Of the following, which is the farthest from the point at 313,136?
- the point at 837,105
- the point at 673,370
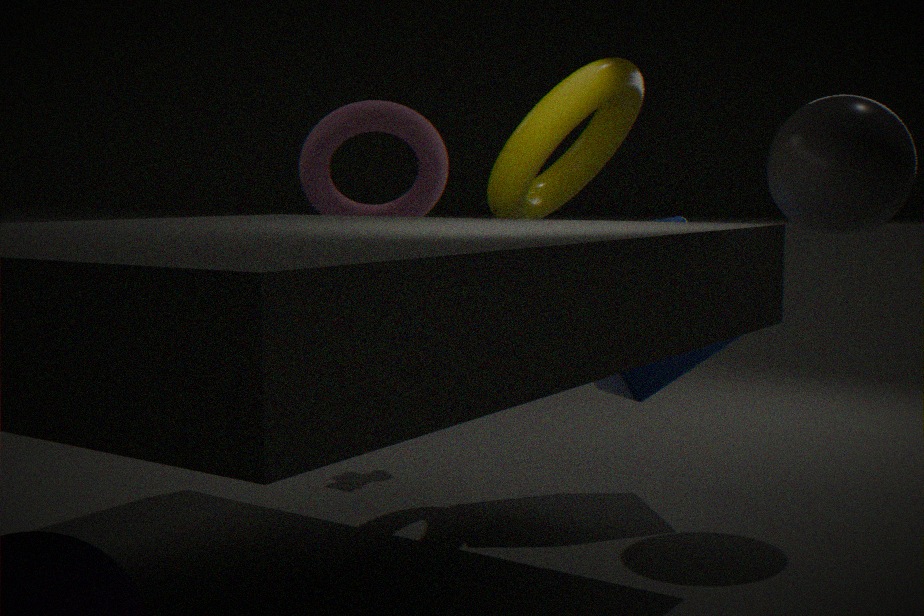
the point at 837,105
